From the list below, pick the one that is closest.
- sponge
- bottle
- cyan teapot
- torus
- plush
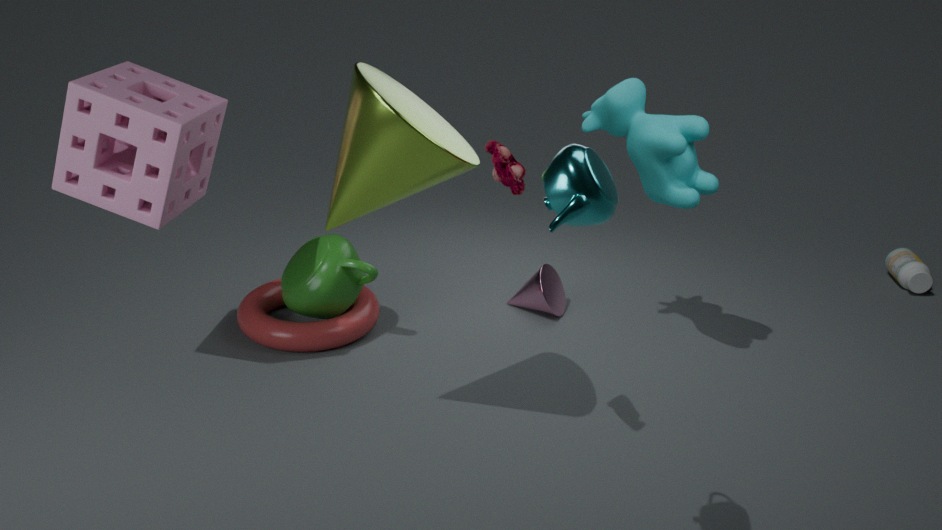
cyan teapot
